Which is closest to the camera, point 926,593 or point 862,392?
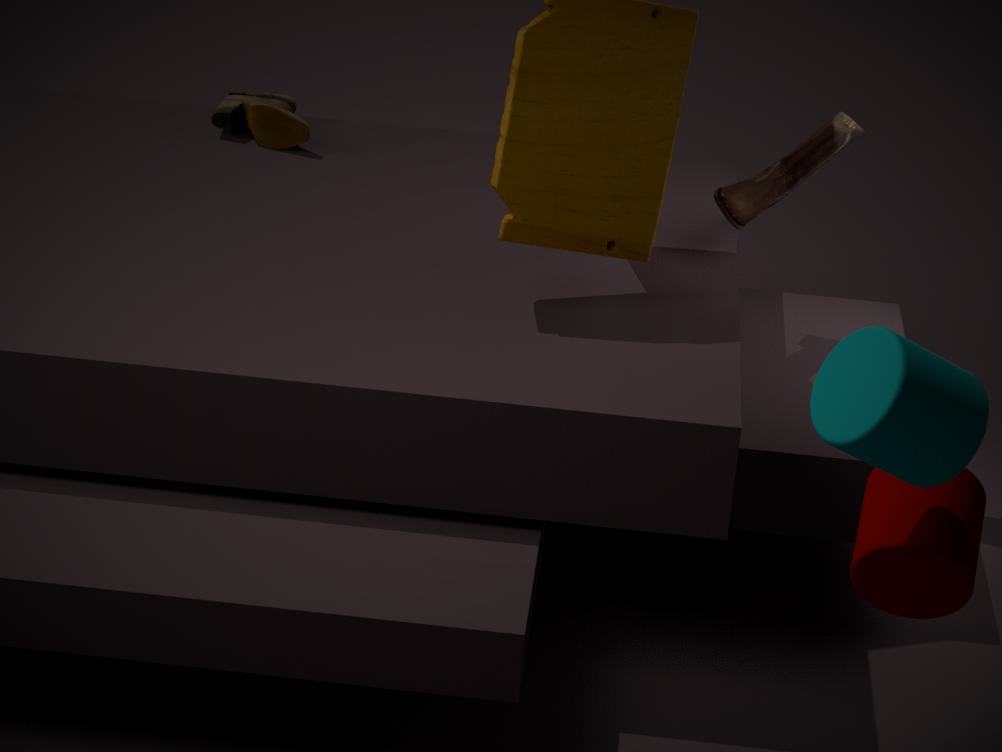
point 862,392
